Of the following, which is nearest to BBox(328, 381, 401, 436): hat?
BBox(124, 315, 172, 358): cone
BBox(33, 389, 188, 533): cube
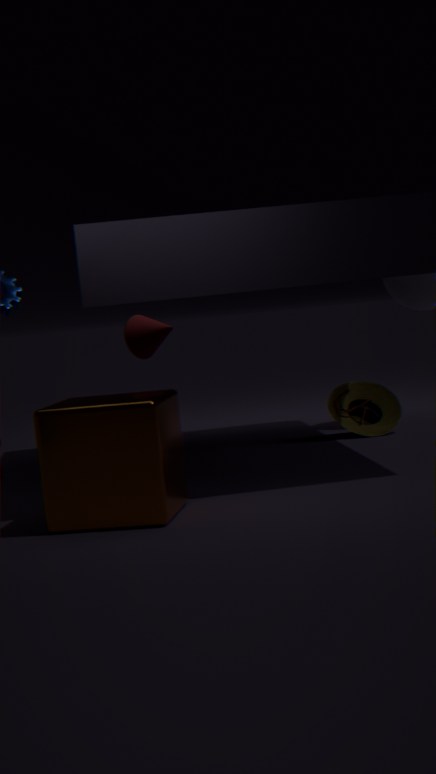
BBox(124, 315, 172, 358): cone
